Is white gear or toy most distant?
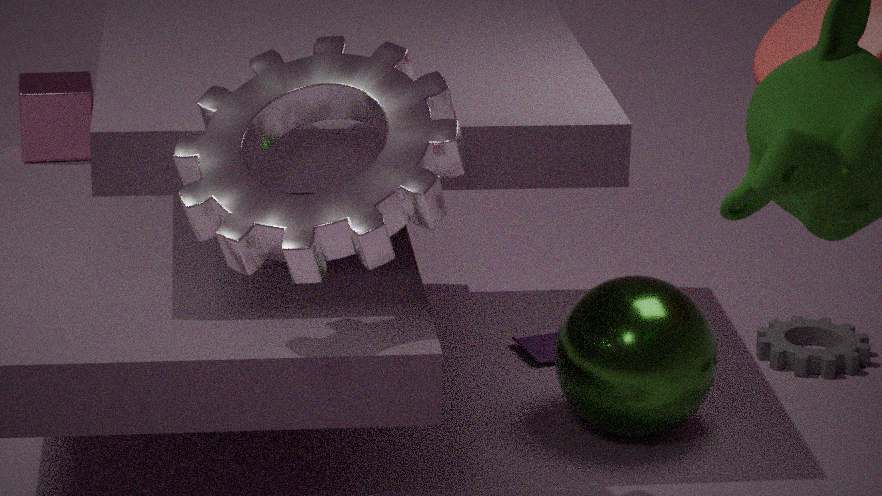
toy
